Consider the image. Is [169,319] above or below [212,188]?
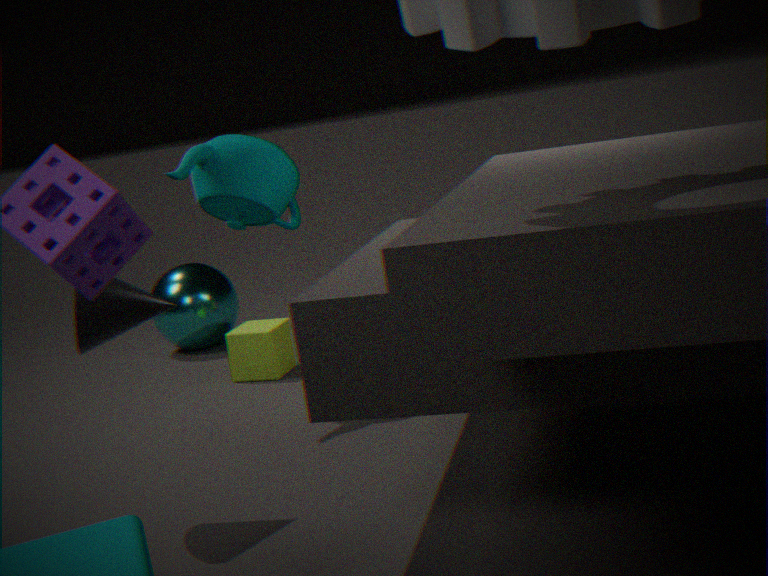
below
